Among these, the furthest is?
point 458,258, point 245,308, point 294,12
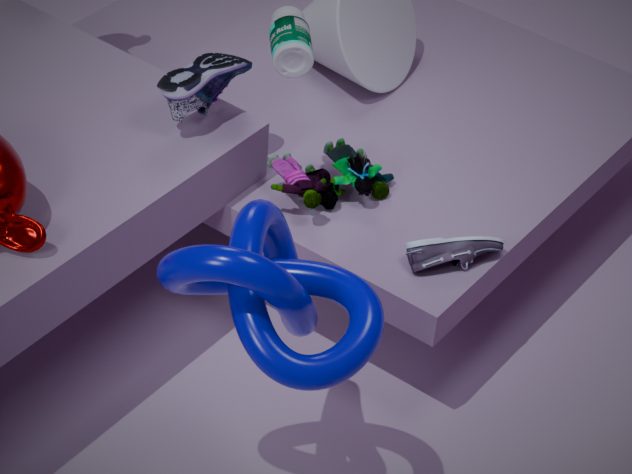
point 458,258
